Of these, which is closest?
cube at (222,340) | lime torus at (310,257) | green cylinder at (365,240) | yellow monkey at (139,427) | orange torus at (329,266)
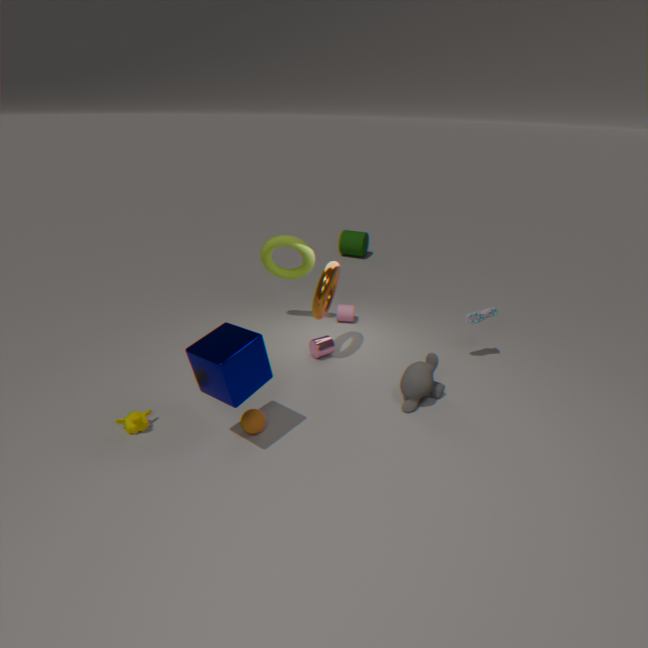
cube at (222,340)
